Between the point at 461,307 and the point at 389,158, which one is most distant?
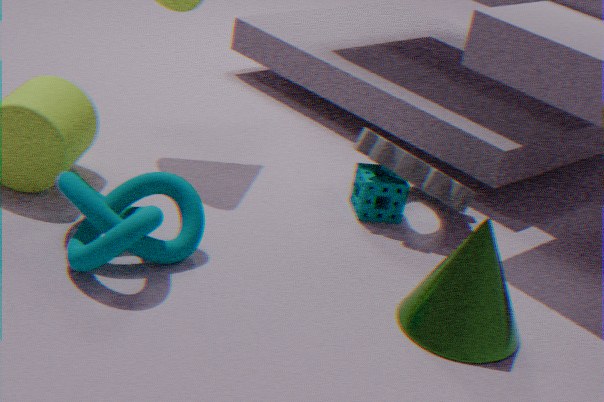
the point at 389,158
